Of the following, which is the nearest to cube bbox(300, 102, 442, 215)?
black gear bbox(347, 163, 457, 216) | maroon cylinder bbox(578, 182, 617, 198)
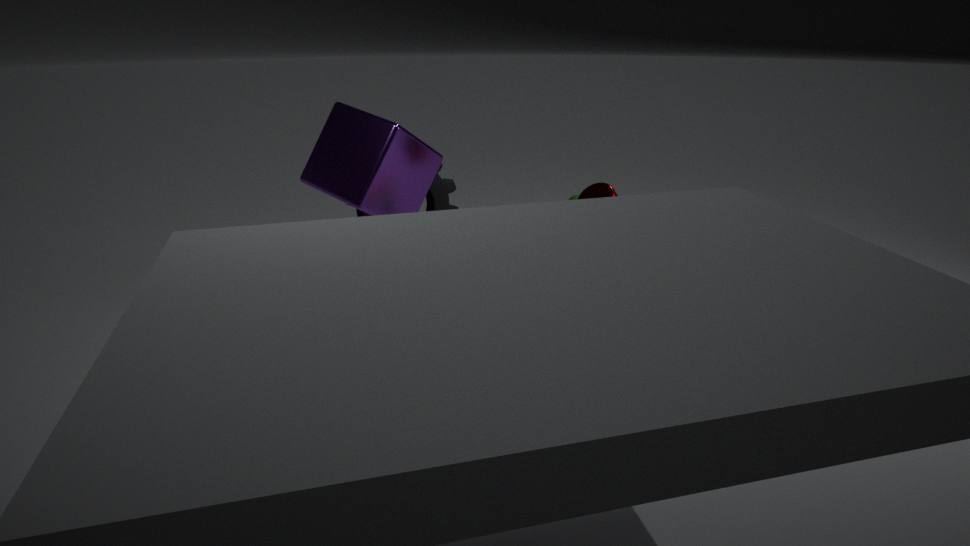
black gear bbox(347, 163, 457, 216)
